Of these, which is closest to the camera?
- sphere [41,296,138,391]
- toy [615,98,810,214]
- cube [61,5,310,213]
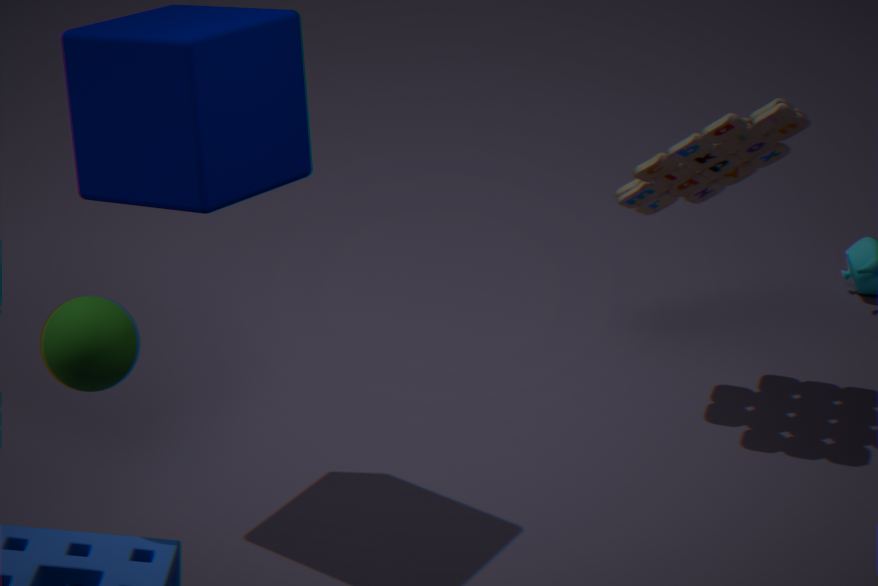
sphere [41,296,138,391]
